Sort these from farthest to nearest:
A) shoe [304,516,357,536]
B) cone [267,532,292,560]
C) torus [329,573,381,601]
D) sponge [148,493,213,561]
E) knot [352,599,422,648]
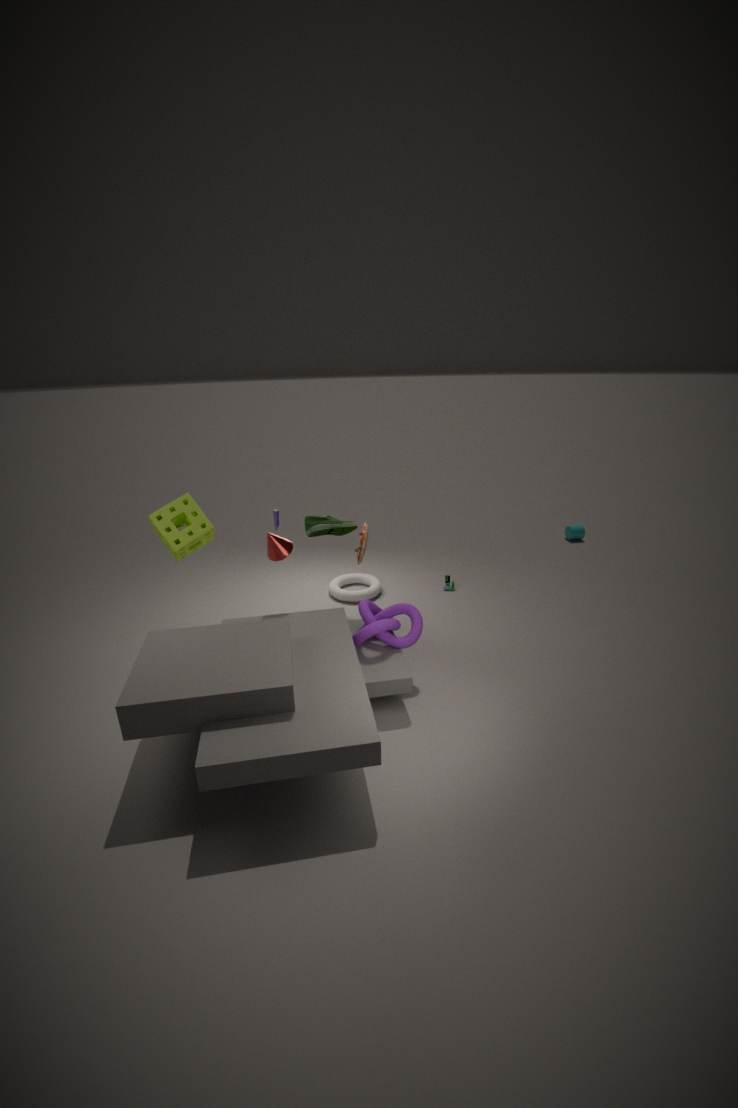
torus [329,573,381,601]
shoe [304,516,357,536]
sponge [148,493,213,561]
cone [267,532,292,560]
knot [352,599,422,648]
